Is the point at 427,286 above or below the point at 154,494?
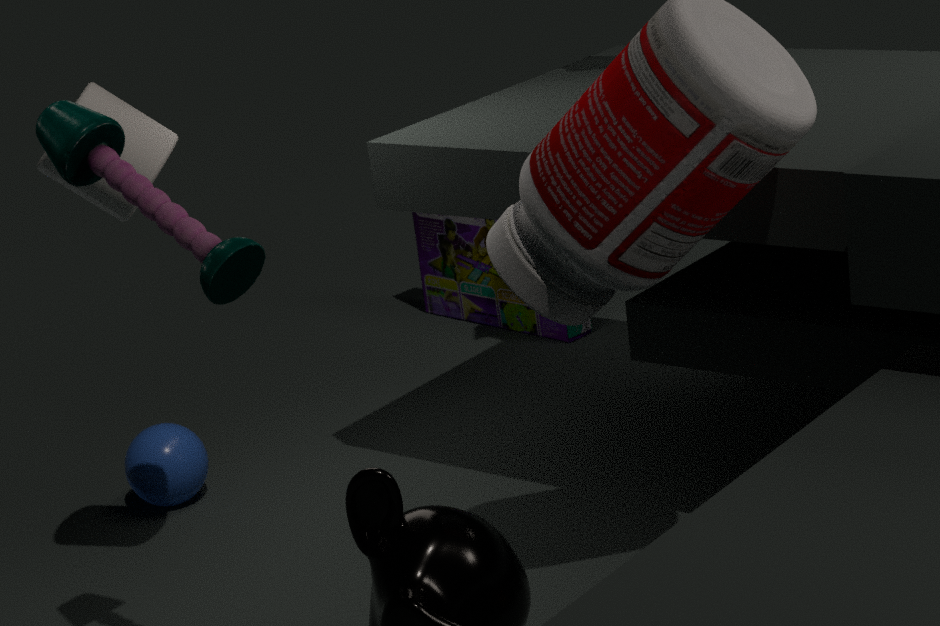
above
